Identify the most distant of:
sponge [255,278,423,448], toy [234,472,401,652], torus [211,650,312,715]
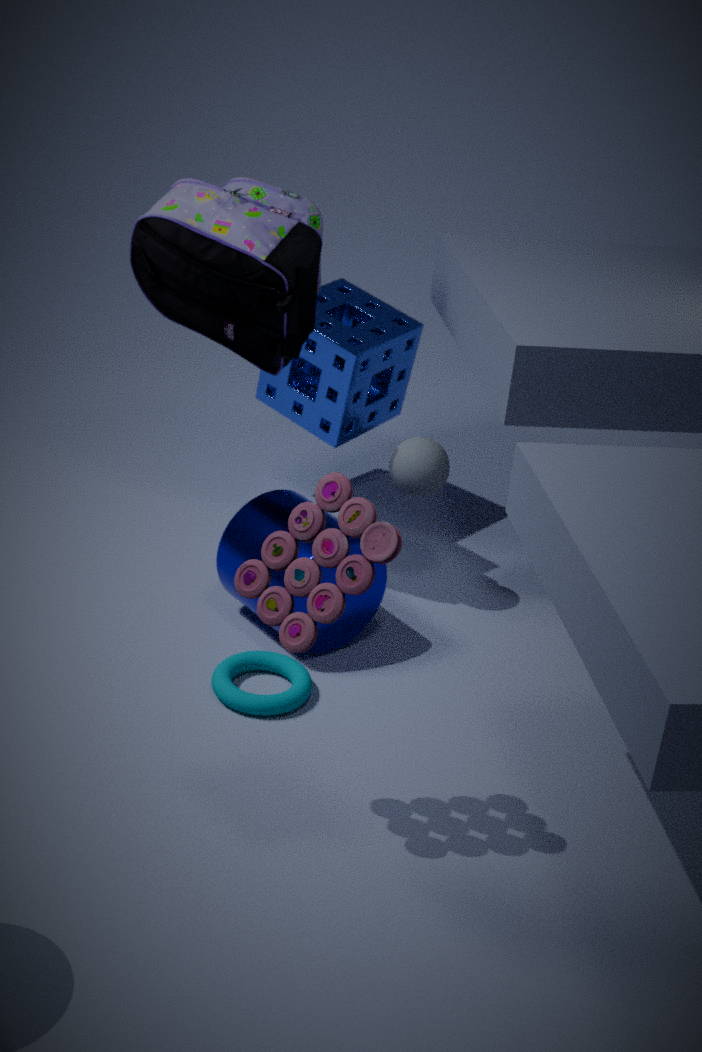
sponge [255,278,423,448]
